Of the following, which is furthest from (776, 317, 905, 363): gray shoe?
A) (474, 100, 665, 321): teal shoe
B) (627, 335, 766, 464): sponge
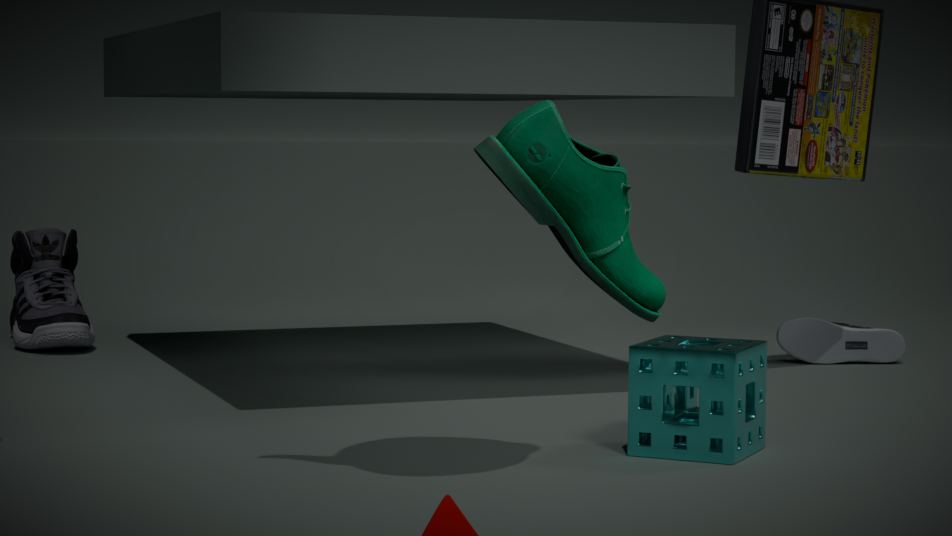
(474, 100, 665, 321): teal shoe
